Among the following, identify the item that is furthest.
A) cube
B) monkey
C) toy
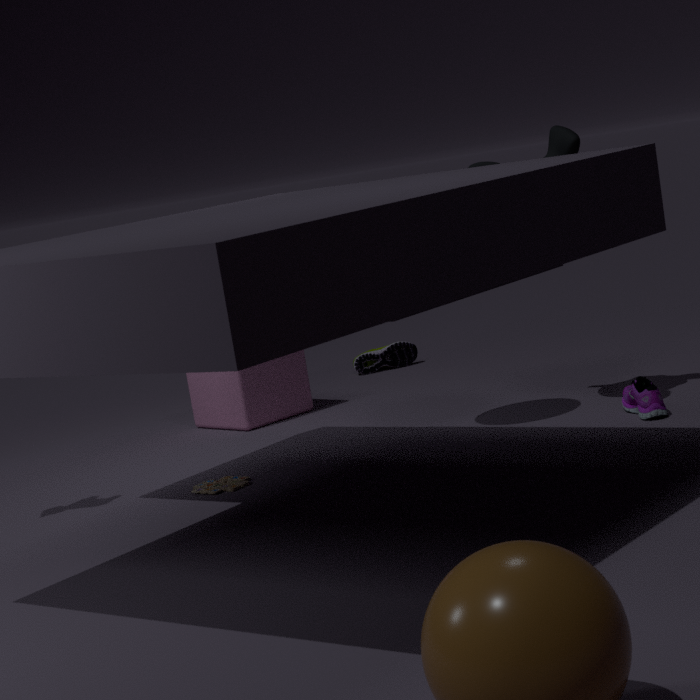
A. cube
